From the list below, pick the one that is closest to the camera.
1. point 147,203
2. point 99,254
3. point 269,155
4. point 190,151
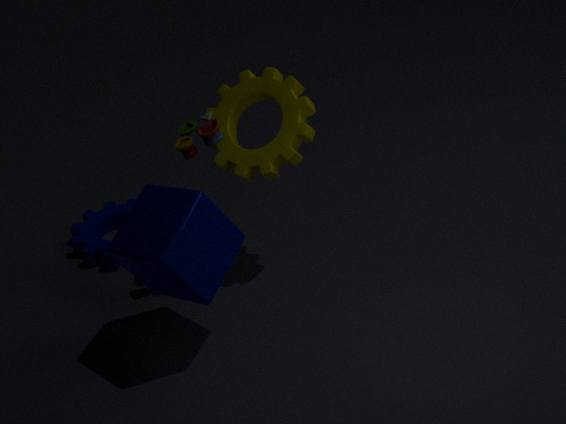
point 147,203
